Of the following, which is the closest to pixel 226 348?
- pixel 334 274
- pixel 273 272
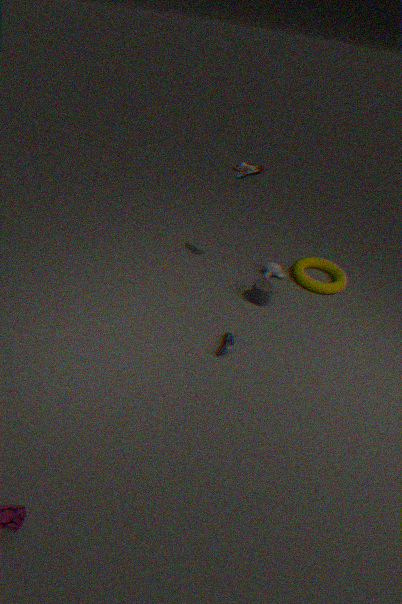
pixel 273 272
